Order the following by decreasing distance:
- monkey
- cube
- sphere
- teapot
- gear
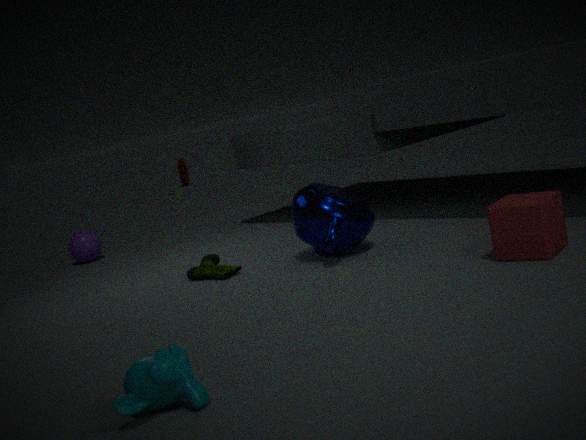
gear < sphere < teapot < cube < monkey
